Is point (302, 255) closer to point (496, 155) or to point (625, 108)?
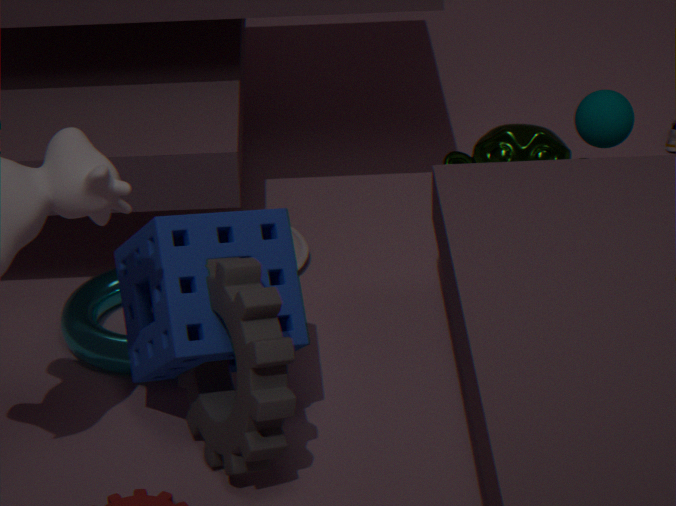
point (496, 155)
